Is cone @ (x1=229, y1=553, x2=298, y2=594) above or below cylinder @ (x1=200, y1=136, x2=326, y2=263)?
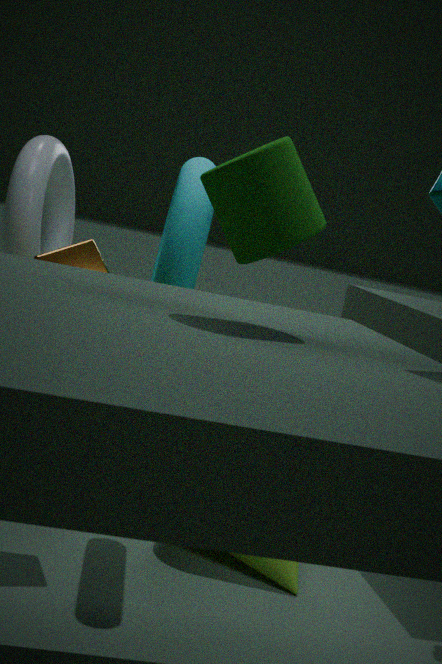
below
